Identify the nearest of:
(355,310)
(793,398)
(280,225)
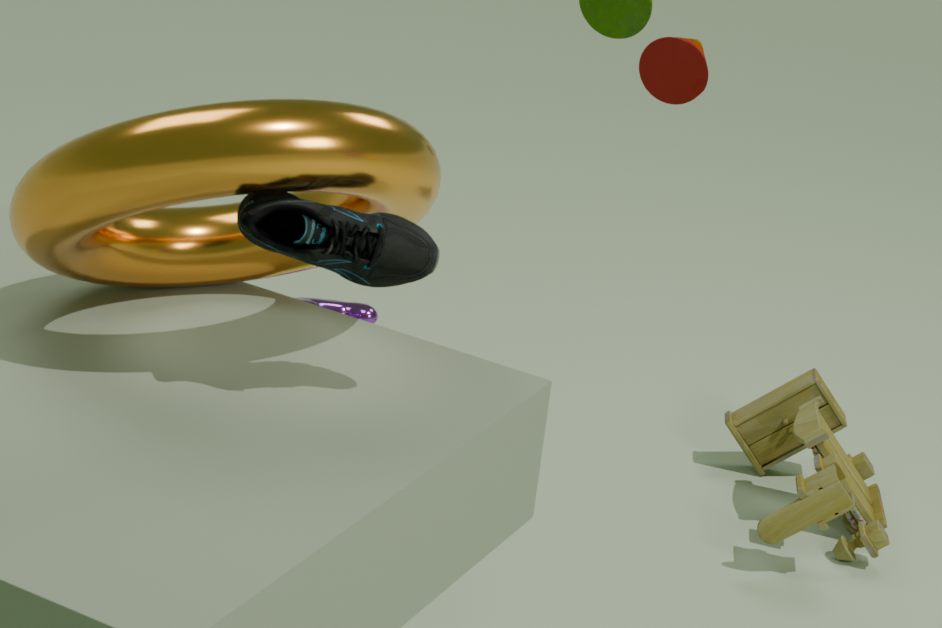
(280,225)
